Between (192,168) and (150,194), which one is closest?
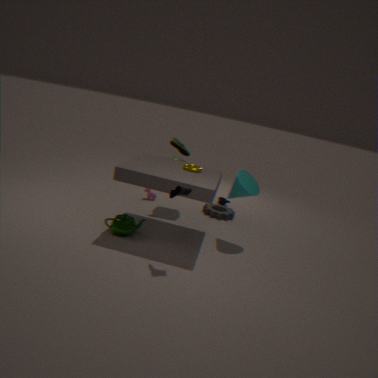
(192,168)
